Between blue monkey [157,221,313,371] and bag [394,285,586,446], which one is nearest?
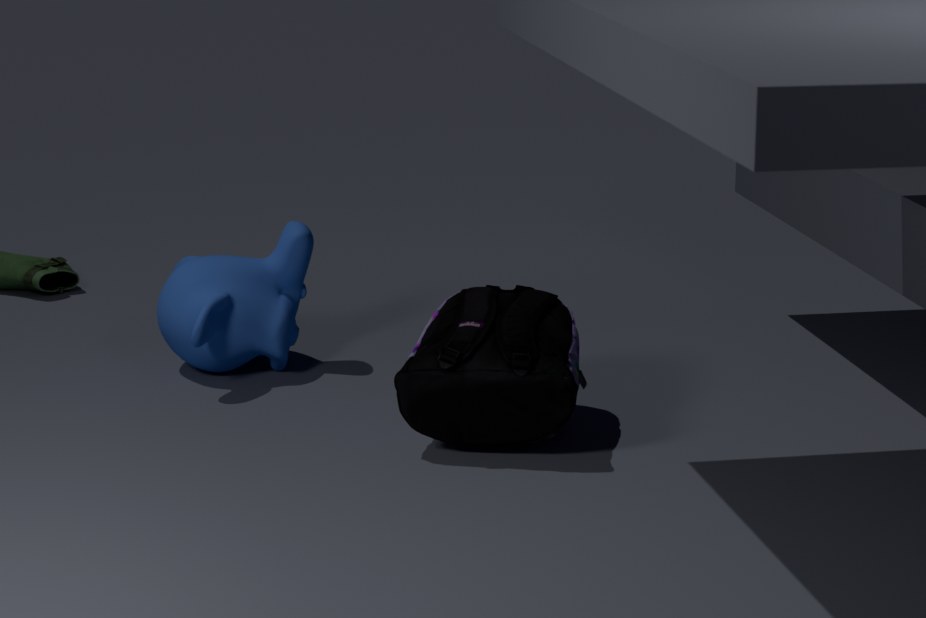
bag [394,285,586,446]
